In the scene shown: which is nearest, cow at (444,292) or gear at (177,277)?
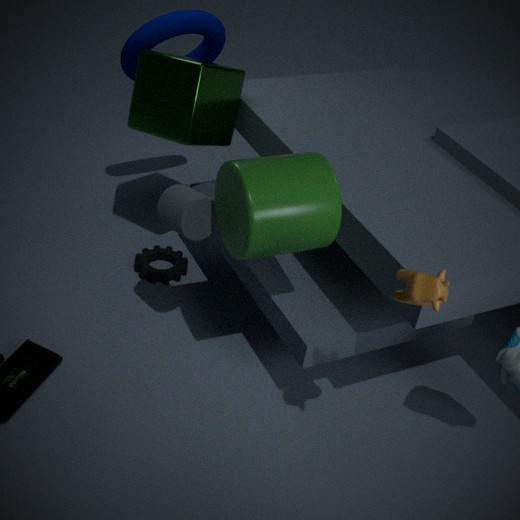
cow at (444,292)
